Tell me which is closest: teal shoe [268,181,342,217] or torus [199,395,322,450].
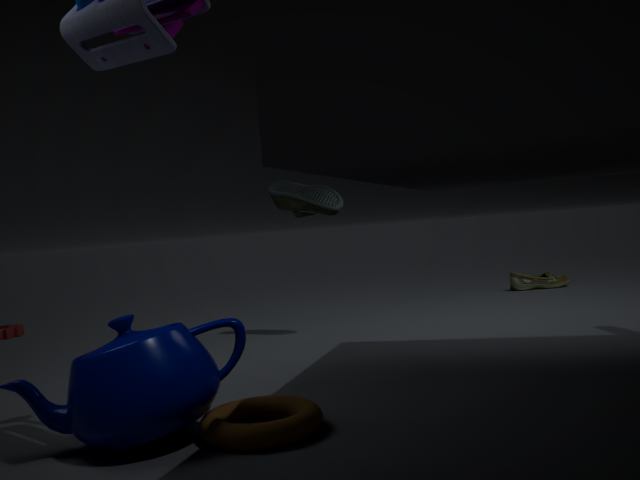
torus [199,395,322,450]
